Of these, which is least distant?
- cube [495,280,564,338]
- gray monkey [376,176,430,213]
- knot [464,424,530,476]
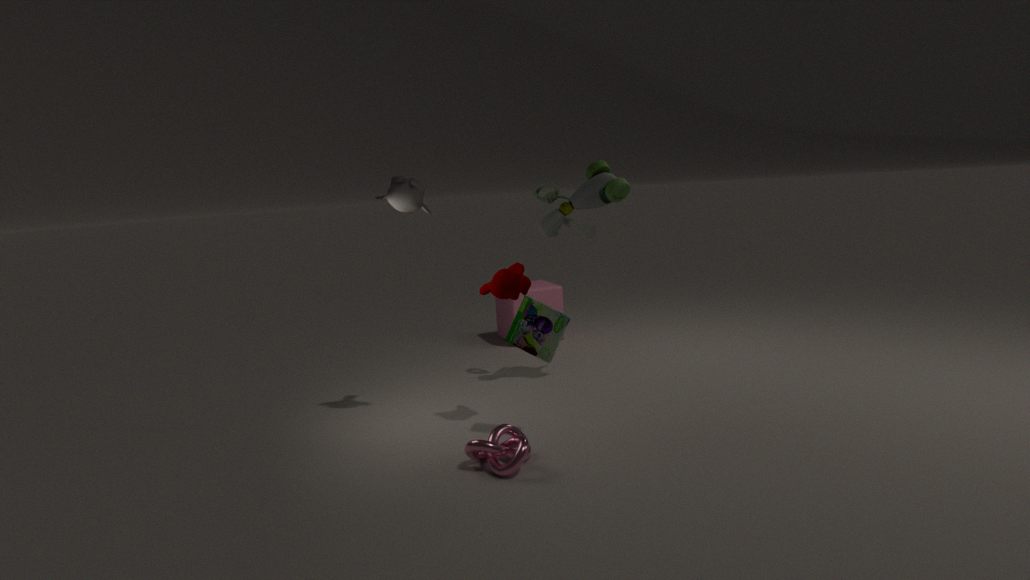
knot [464,424,530,476]
